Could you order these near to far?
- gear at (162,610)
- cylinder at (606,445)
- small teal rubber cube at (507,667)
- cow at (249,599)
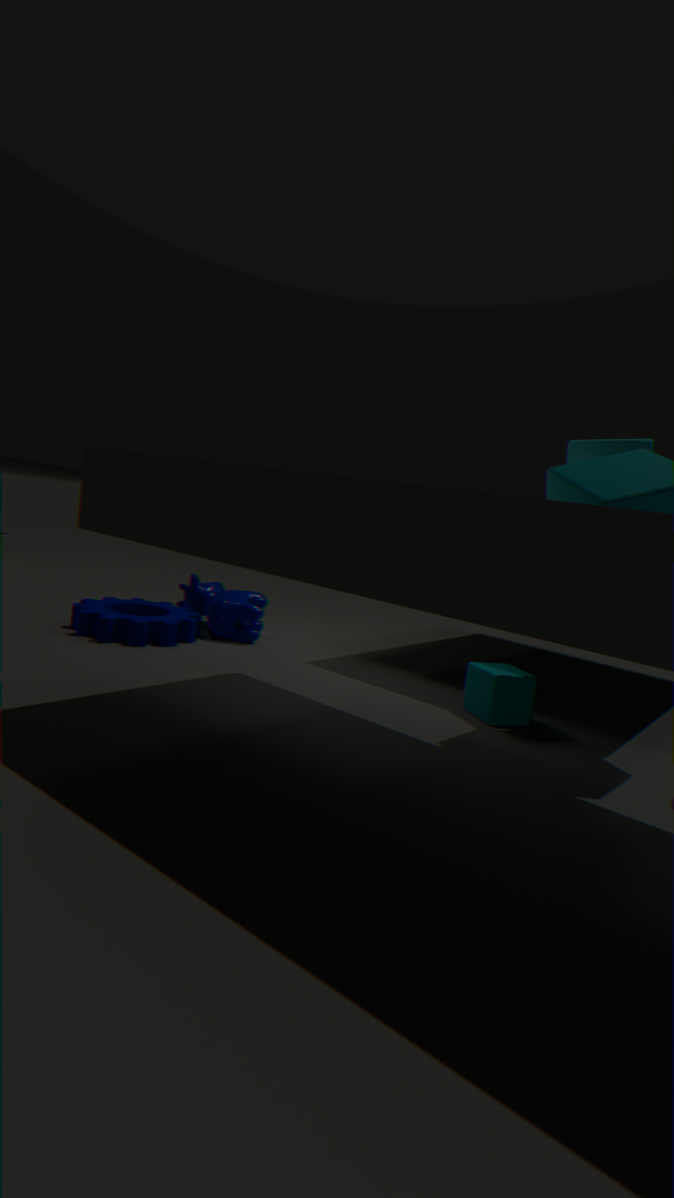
small teal rubber cube at (507,667) → gear at (162,610) → cylinder at (606,445) → cow at (249,599)
